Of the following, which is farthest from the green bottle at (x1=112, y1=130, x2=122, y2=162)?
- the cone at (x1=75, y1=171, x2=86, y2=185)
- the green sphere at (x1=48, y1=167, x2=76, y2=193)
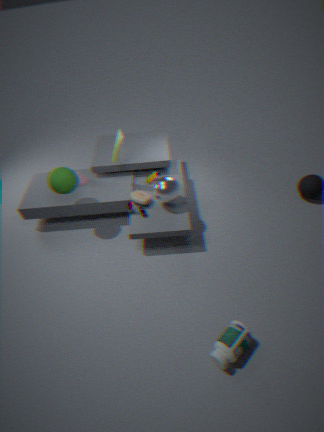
the cone at (x1=75, y1=171, x2=86, y2=185)
